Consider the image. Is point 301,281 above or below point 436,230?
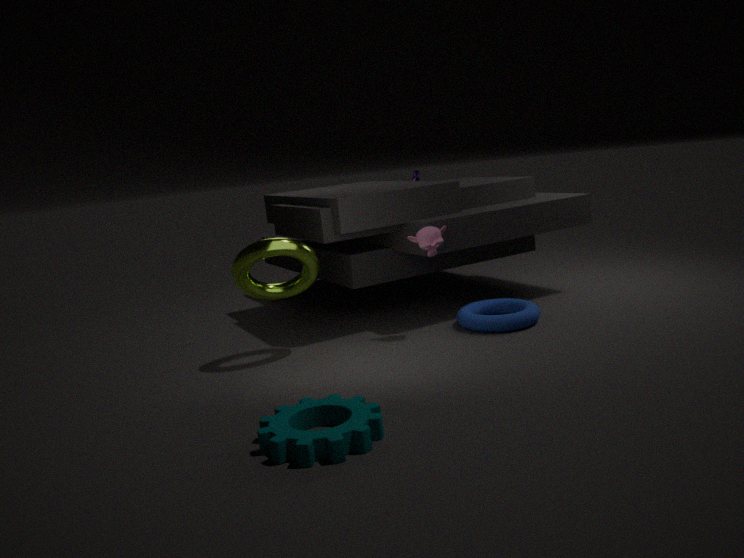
below
